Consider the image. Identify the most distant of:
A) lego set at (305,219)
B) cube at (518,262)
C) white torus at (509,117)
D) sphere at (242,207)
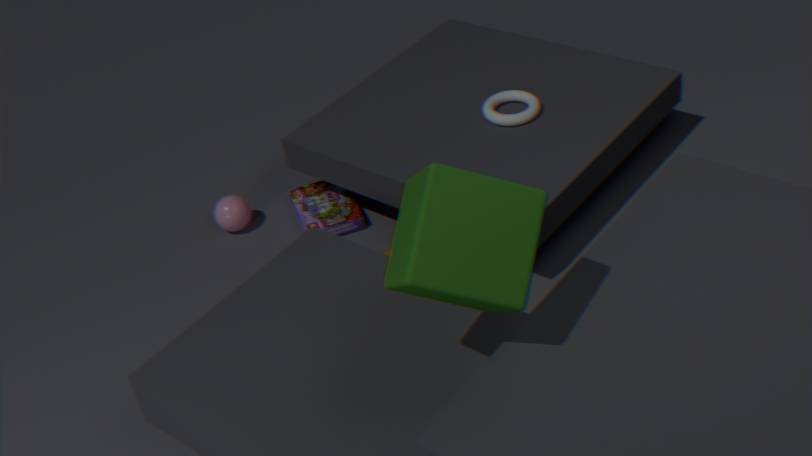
D. sphere at (242,207)
